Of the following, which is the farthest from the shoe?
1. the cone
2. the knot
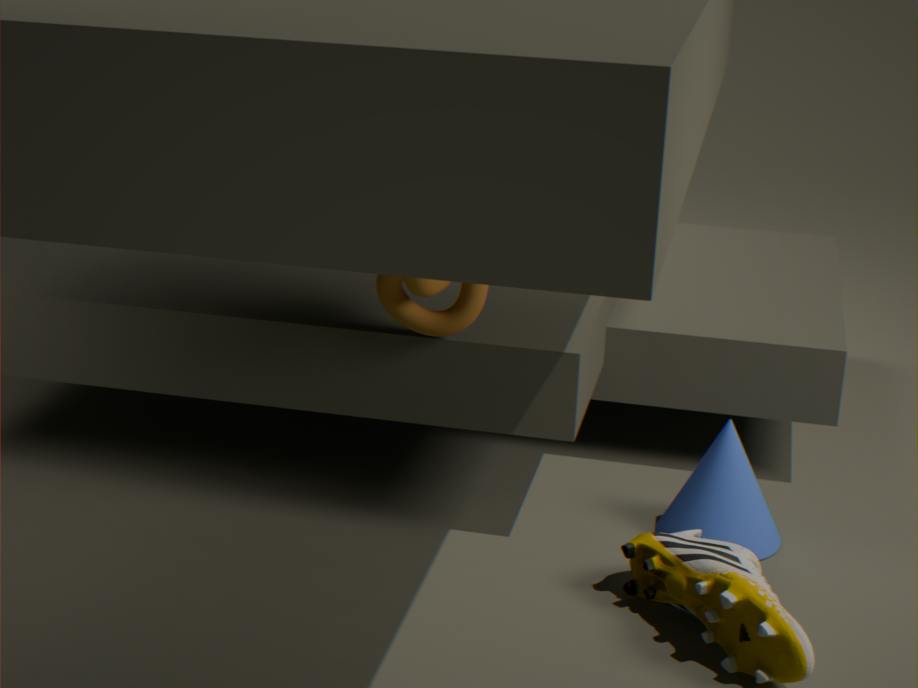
the knot
